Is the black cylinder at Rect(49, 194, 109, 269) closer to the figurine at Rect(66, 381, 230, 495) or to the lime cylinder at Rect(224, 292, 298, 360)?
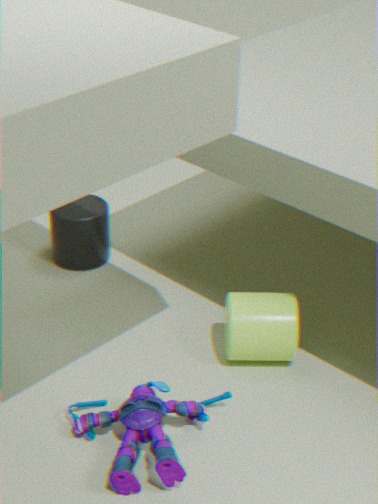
the lime cylinder at Rect(224, 292, 298, 360)
